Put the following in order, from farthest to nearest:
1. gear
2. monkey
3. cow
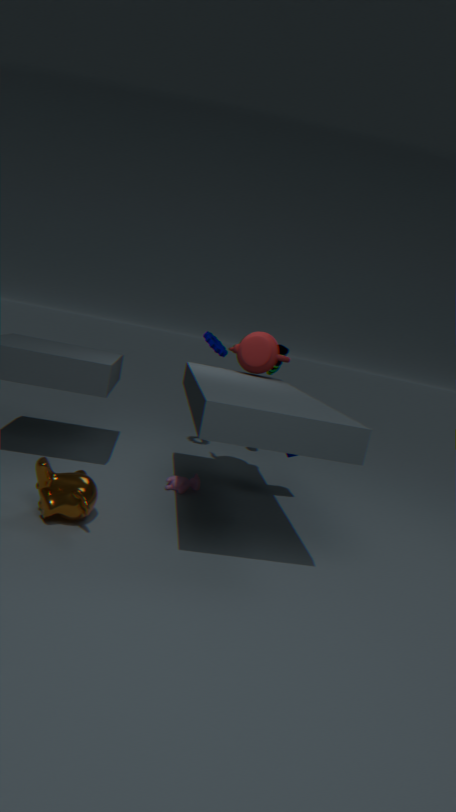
gear
cow
monkey
